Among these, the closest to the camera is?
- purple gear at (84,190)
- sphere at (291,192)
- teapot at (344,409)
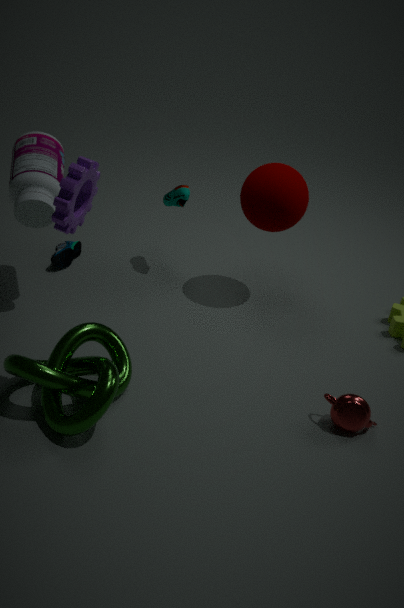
purple gear at (84,190)
